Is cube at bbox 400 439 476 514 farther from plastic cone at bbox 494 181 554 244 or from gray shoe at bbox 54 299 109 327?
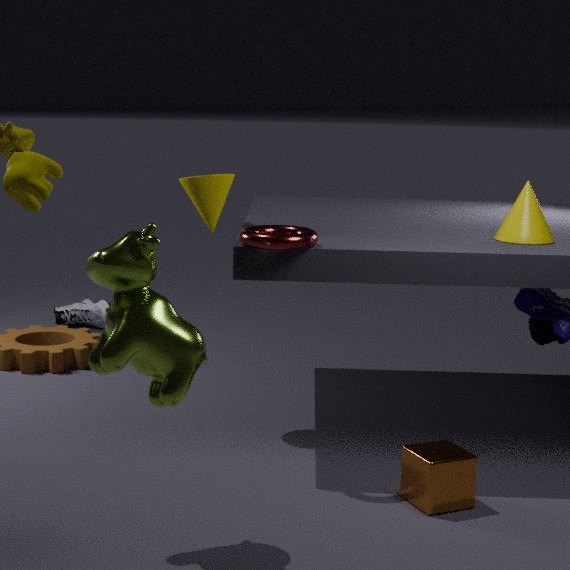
gray shoe at bbox 54 299 109 327
